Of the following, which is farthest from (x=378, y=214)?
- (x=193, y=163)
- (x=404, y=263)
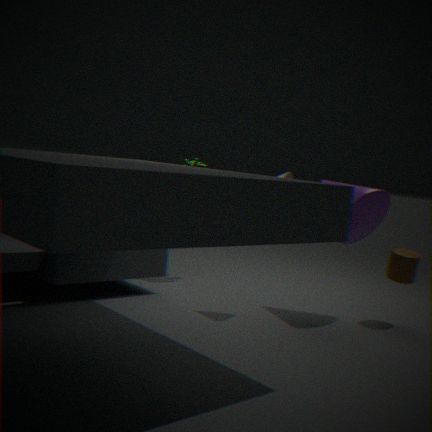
(x=193, y=163)
